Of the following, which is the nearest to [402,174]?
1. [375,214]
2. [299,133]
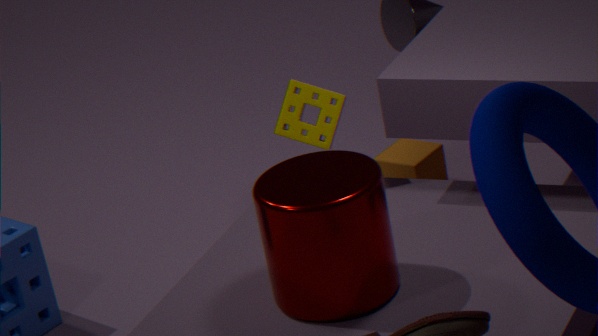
[299,133]
